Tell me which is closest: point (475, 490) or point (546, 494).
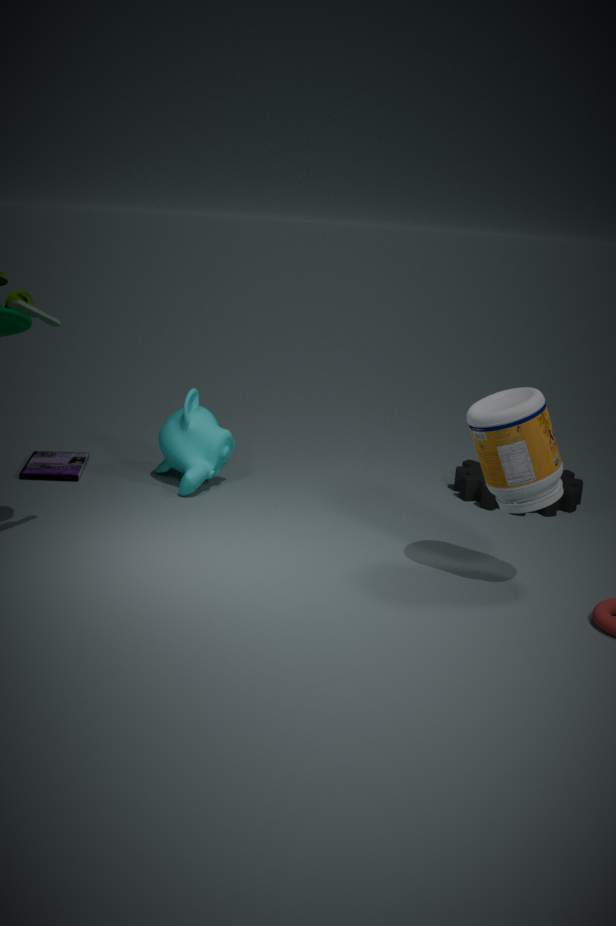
point (546, 494)
